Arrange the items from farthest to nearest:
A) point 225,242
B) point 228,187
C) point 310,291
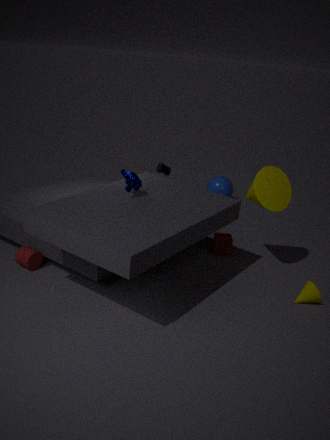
1. point 228,187
2. point 225,242
3. point 310,291
